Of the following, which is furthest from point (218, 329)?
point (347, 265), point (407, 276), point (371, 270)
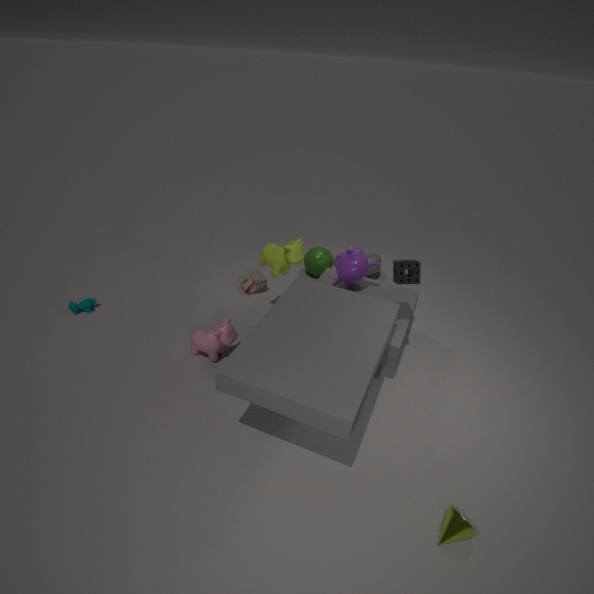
point (371, 270)
